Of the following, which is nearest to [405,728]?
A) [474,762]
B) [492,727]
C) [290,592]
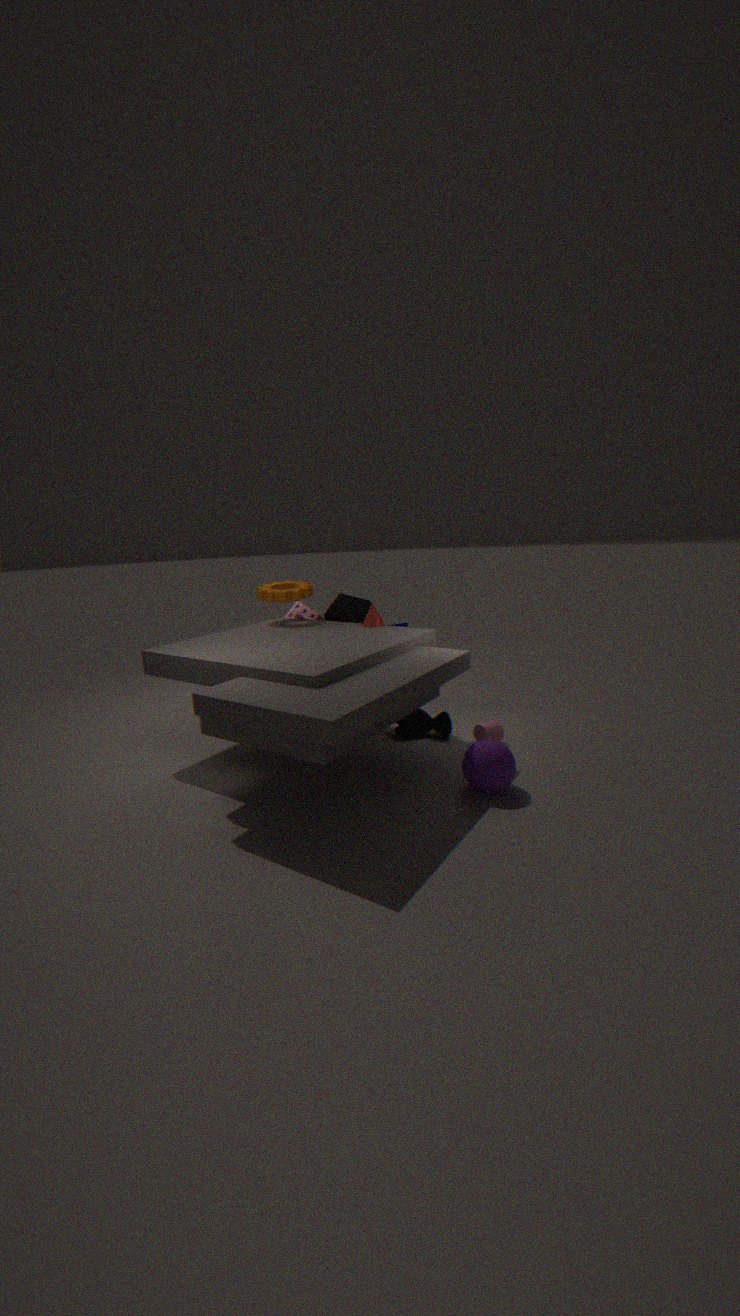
[492,727]
